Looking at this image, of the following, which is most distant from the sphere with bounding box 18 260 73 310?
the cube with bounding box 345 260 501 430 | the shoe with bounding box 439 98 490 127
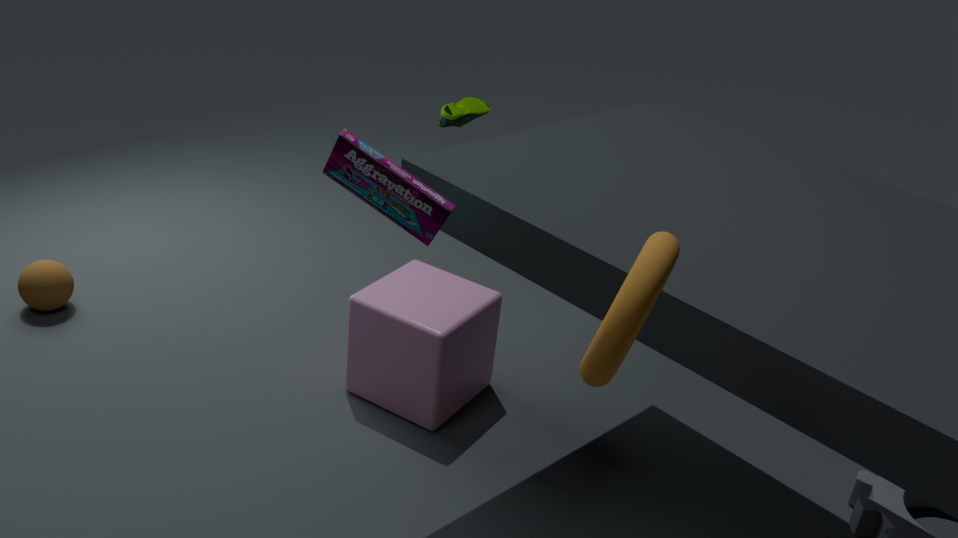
the shoe with bounding box 439 98 490 127
